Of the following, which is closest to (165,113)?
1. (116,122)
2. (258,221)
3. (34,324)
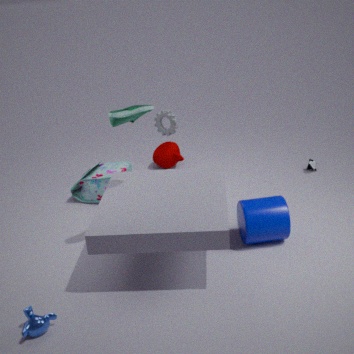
(116,122)
